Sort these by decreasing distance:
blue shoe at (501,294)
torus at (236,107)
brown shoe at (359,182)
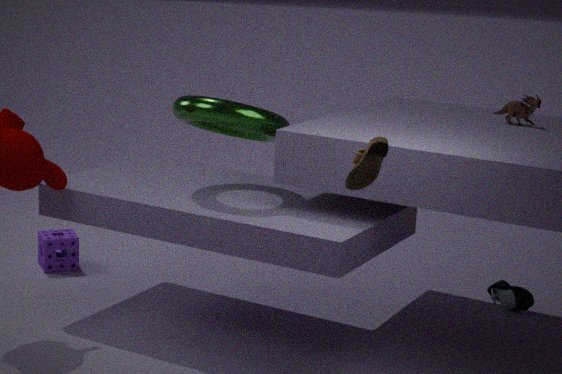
blue shoe at (501,294) → torus at (236,107) → brown shoe at (359,182)
